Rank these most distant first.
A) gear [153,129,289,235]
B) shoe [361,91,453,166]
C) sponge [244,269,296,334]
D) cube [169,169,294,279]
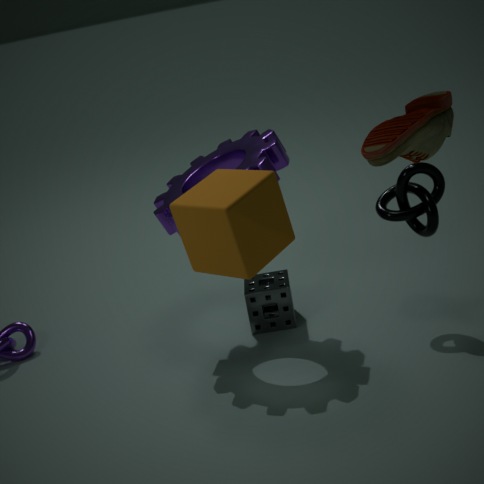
sponge [244,269,296,334], gear [153,129,289,235], cube [169,169,294,279], shoe [361,91,453,166]
